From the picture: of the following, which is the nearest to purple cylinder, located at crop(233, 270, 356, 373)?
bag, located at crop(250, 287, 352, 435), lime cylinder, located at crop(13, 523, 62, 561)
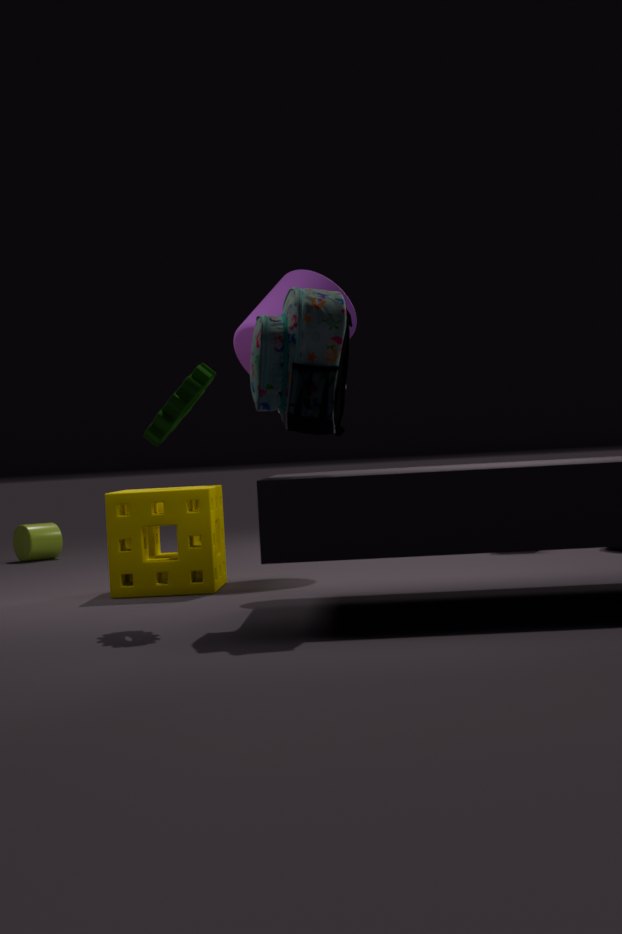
bag, located at crop(250, 287, 352, 435)
